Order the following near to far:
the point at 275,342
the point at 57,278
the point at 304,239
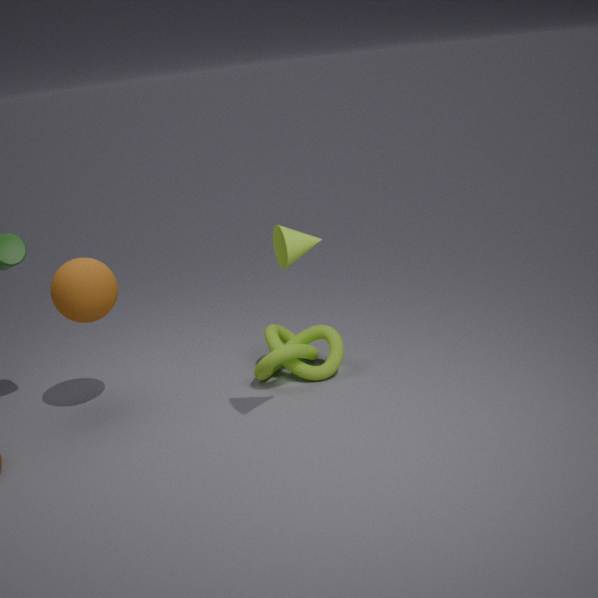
1. the point at 304,239
2. the point at 57,278
3. the point at 275,342
